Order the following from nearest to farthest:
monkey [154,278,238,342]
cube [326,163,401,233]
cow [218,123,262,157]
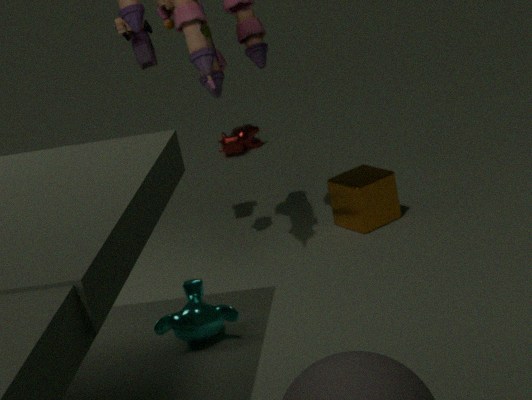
1. monkey [154,278,238,342]
2. cube [326,163,401,233]
3. cow [218,123,262,157]
